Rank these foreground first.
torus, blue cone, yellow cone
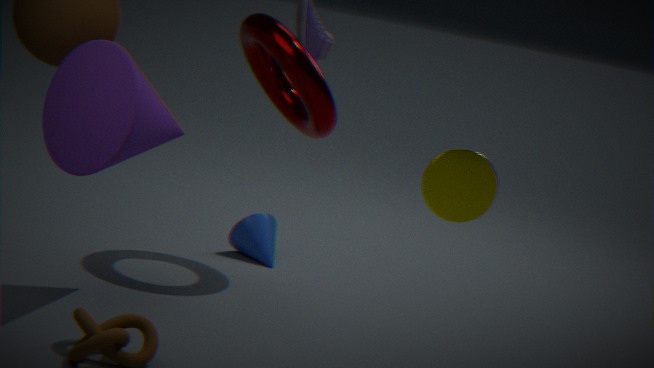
yellow cone
torus
blue cone
